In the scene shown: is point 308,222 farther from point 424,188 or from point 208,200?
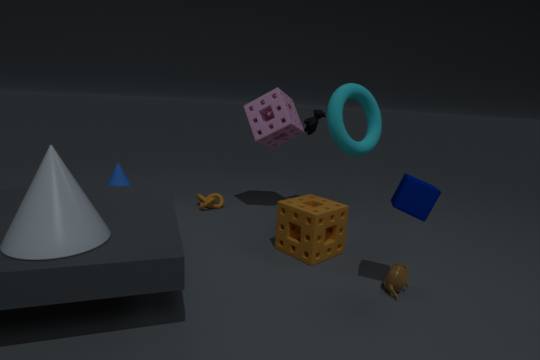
point 208,200
